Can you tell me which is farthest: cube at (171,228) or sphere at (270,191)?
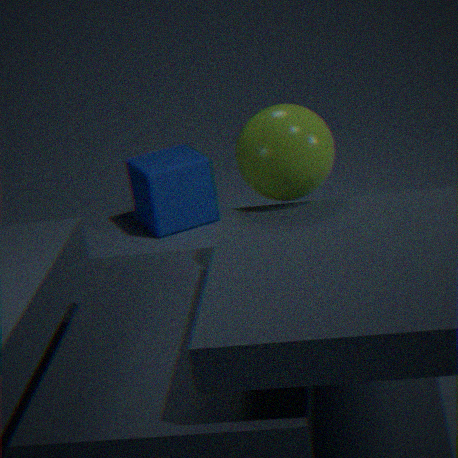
cube at (171,228)
